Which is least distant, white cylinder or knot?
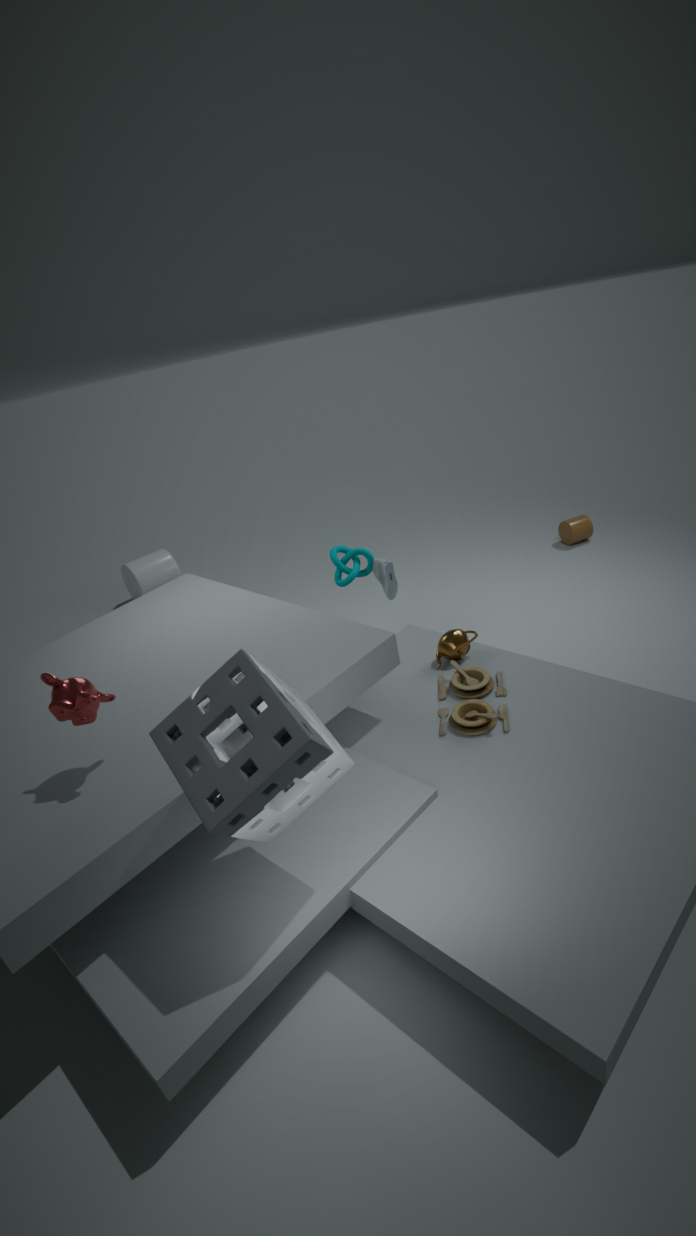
knot
